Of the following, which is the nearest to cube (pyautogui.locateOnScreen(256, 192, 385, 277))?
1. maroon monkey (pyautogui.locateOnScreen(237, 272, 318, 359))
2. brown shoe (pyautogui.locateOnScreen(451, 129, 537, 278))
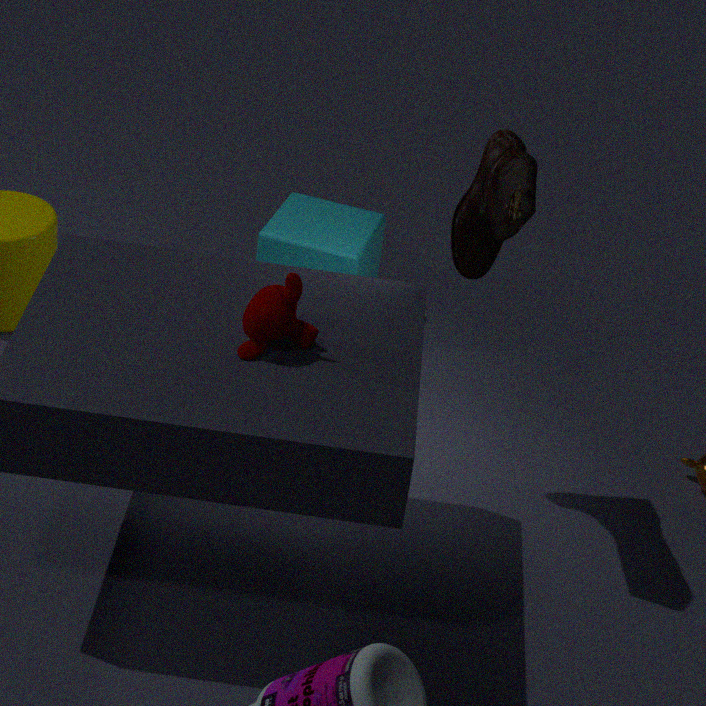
brown shoe (pyautogui.locateOnScreen(451, 129, 537, 278))
